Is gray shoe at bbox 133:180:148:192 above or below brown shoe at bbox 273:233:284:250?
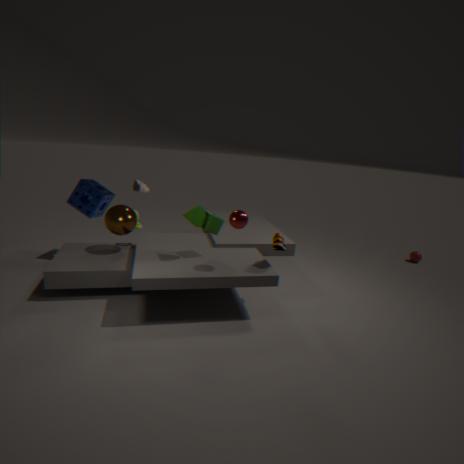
above
